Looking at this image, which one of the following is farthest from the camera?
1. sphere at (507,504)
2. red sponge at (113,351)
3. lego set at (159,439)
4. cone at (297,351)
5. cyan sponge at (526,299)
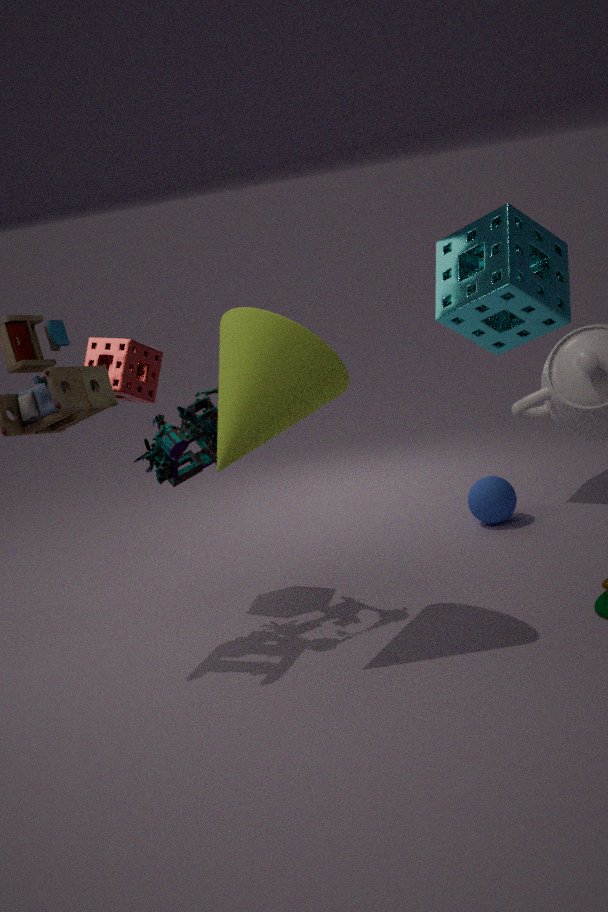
sphere at (507,504)
